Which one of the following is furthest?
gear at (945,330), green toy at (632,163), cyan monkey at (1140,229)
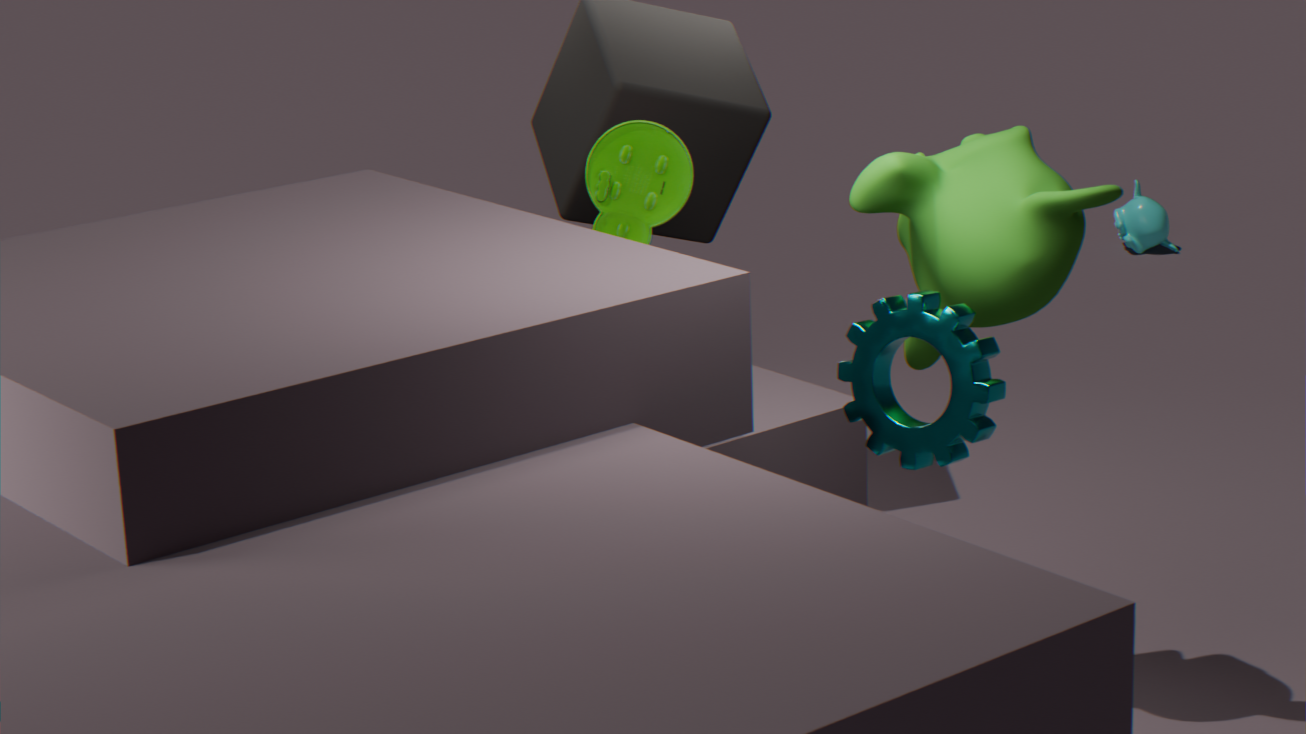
cyan monkey at (1140,229)
